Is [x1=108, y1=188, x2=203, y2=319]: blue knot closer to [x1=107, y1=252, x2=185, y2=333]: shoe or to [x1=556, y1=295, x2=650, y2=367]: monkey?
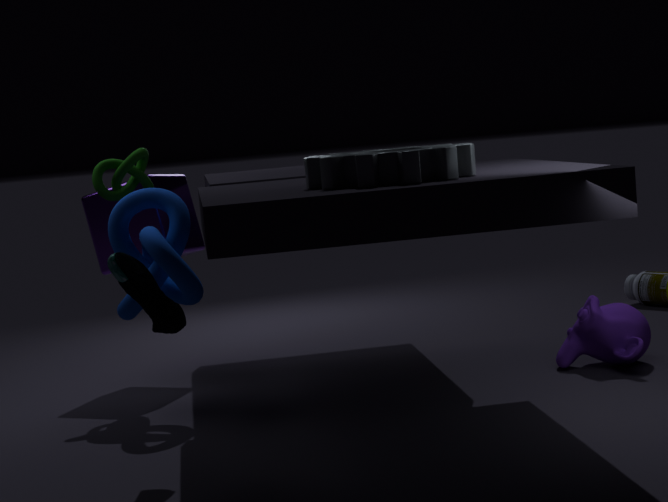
[x1=107, y1=252, x2=185, y2=333]: shoe
